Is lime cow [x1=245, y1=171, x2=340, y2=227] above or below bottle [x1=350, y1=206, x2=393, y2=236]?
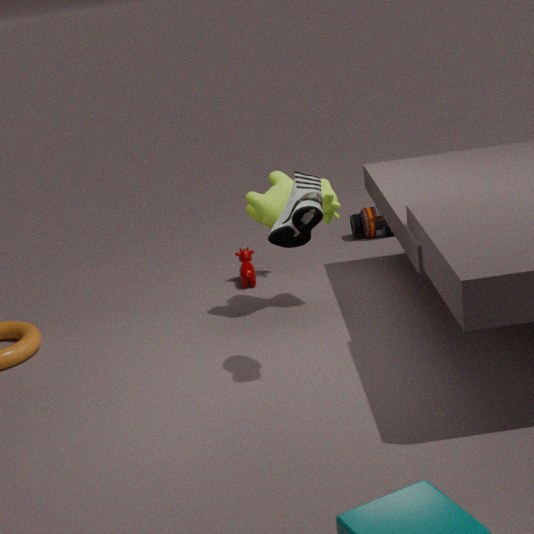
above
